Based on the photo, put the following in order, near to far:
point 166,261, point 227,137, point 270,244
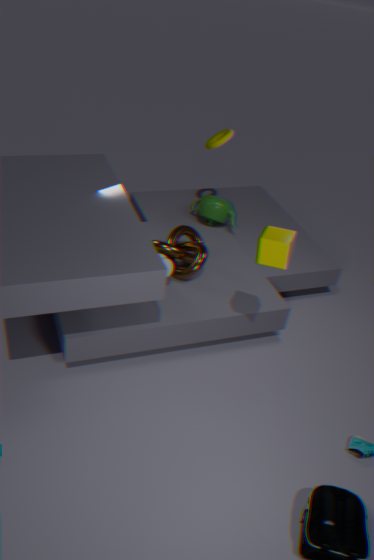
point 270,244, point 166,261, point 227,137
